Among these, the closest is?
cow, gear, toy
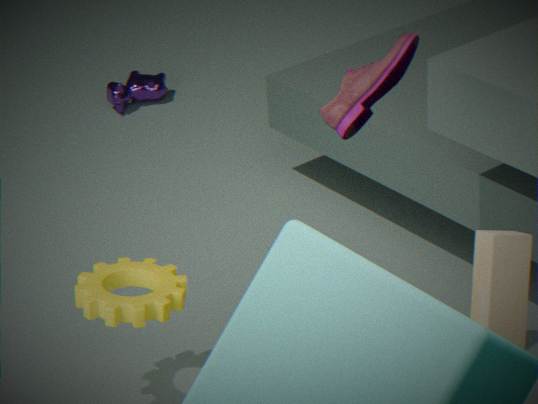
toy
